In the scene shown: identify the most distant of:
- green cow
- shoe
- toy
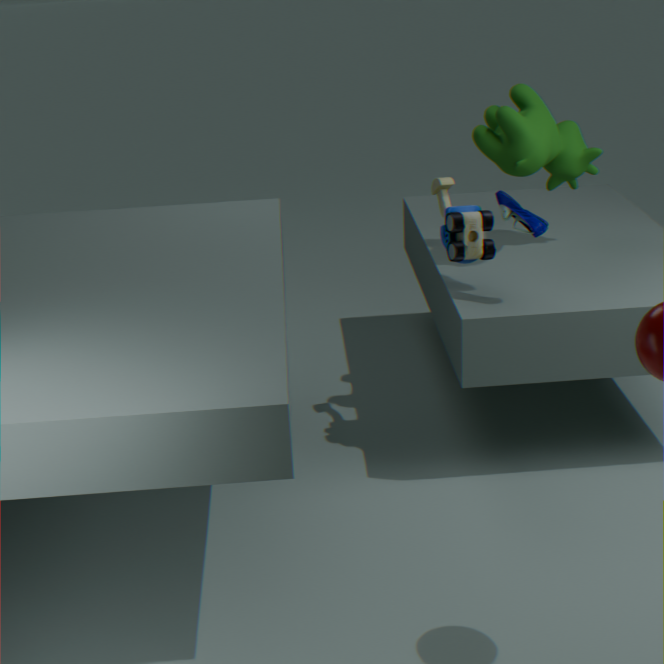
green cow
